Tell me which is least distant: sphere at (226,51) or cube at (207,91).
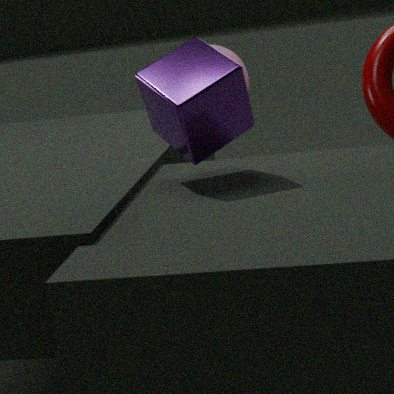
cube at (207,91)
